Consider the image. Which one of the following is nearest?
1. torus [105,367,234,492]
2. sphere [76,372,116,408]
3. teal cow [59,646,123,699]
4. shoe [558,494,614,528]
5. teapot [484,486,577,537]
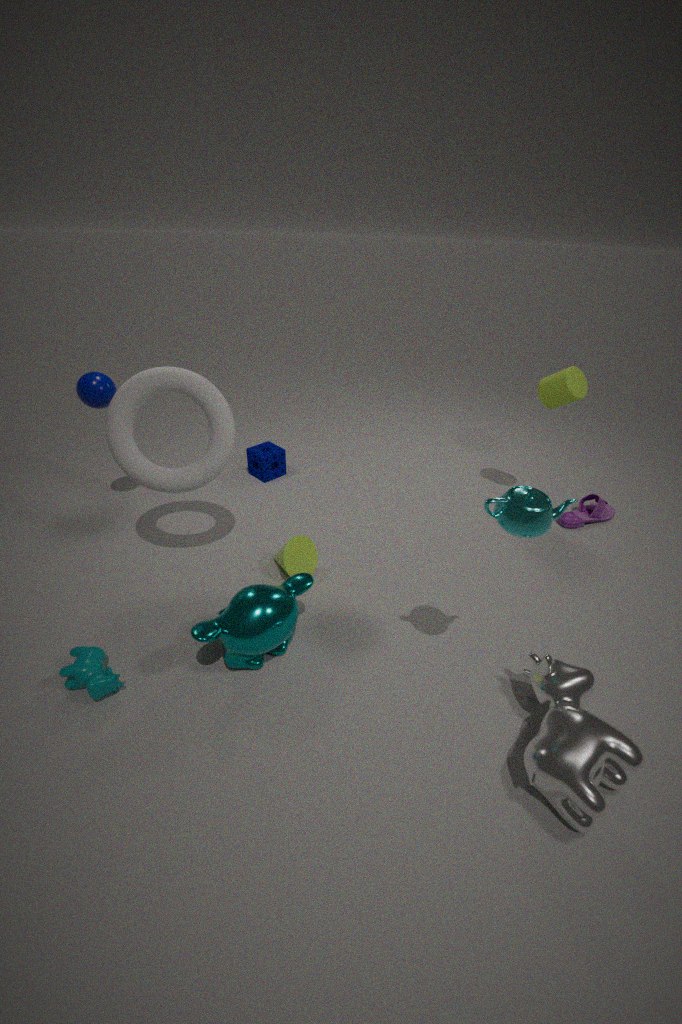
teapot [484,486,577,537]
